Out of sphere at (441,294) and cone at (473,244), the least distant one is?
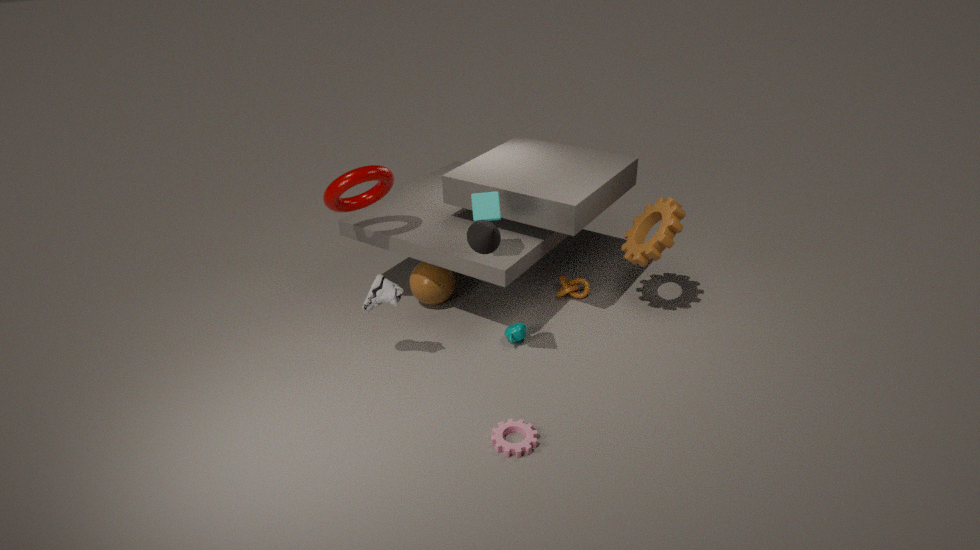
cone at (473,244)
